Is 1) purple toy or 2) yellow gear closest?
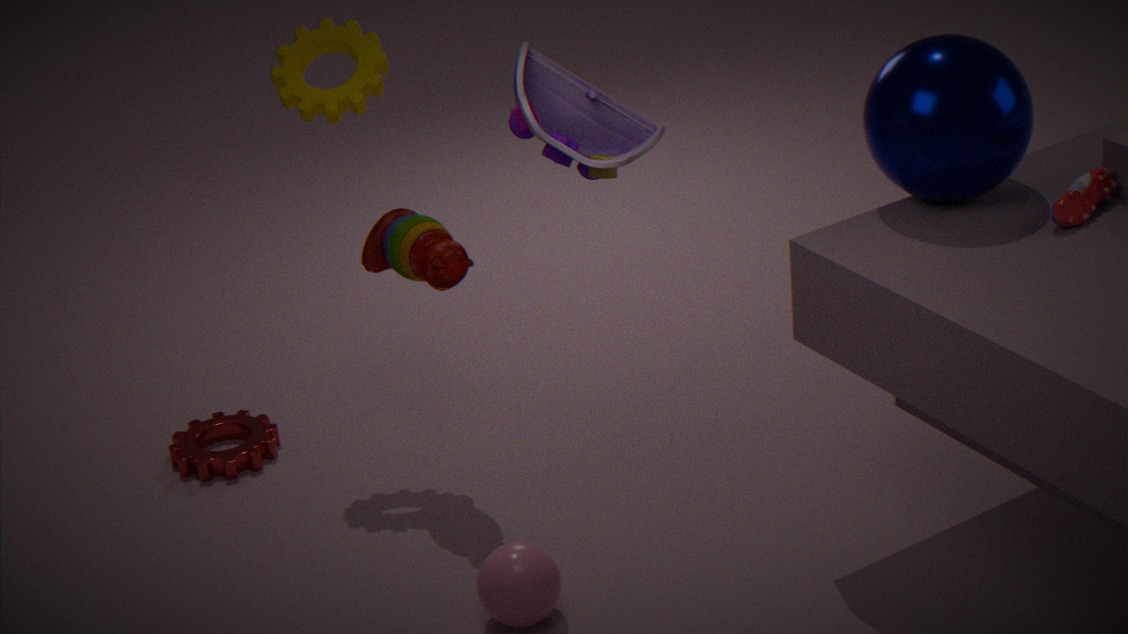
1. purple toy
